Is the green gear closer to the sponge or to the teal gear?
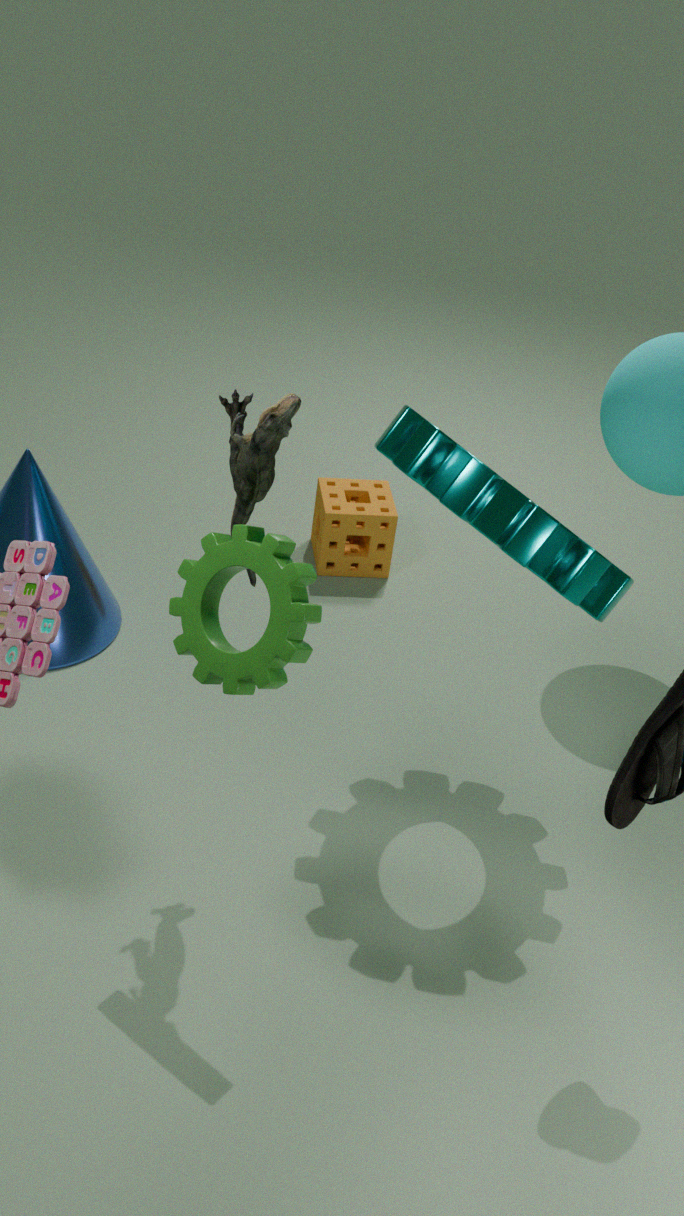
the teal gear
